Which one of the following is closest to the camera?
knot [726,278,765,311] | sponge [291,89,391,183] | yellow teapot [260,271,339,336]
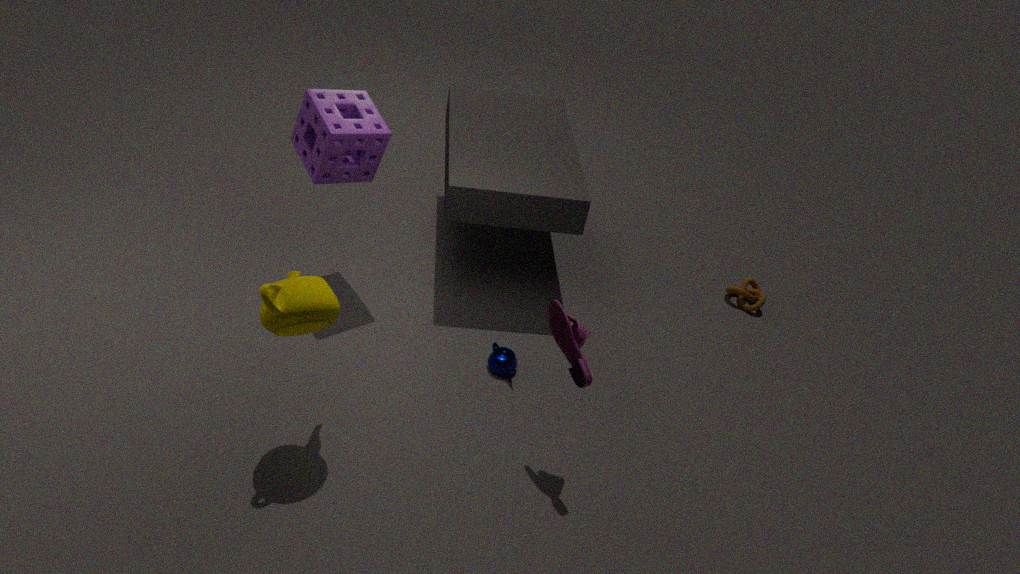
yellow teapot [260,271,339,336]
